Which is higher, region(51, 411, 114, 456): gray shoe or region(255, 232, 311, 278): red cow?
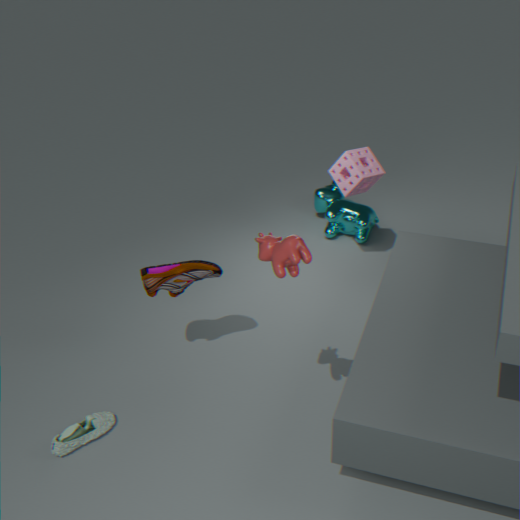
region(255, 232, 311, 278): red cow
